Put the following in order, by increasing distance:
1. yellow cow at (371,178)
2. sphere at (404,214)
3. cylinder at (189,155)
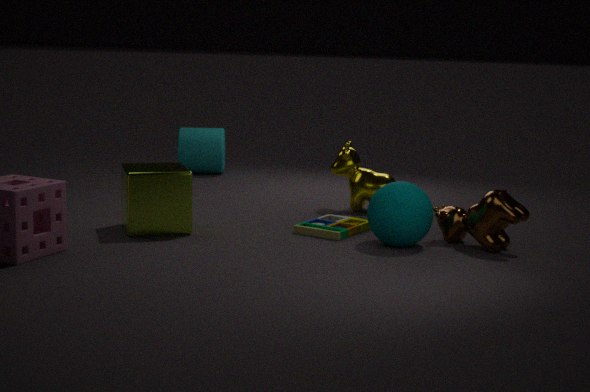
1. sphere at (404,214)
2. yellow cow at (371,178)
3. cylinder at (189,155)
